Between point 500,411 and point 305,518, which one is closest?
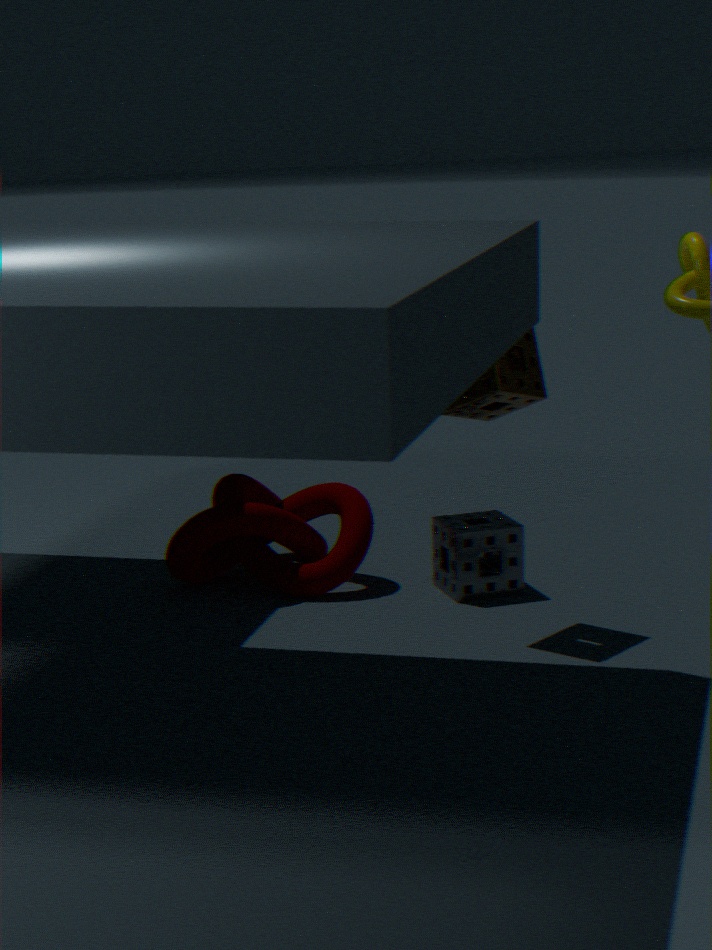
point 500,411
